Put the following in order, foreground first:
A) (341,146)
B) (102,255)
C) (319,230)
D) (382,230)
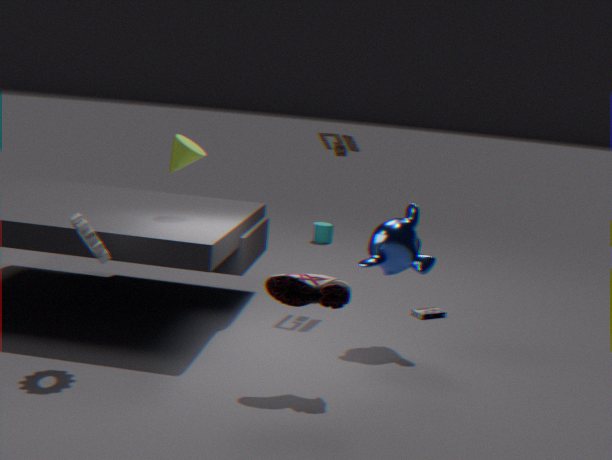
(102,255) → (382,230) → (341,146) → (319,230)
